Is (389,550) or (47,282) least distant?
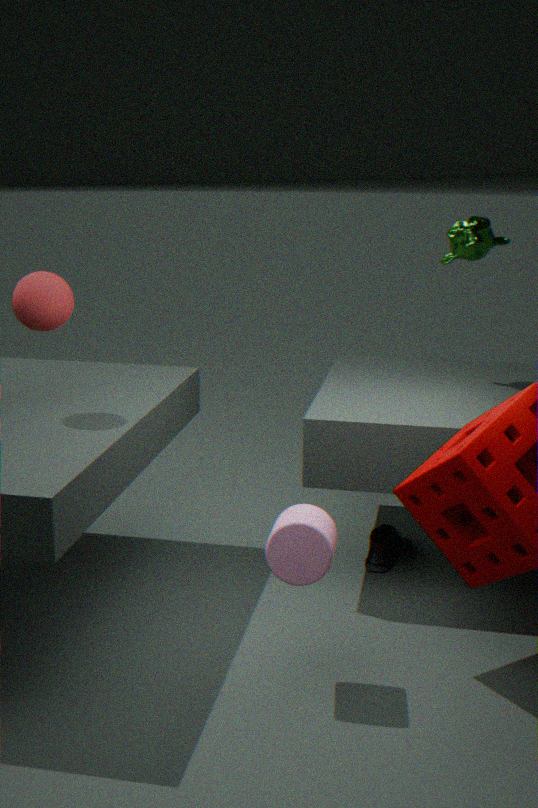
(47,282)
